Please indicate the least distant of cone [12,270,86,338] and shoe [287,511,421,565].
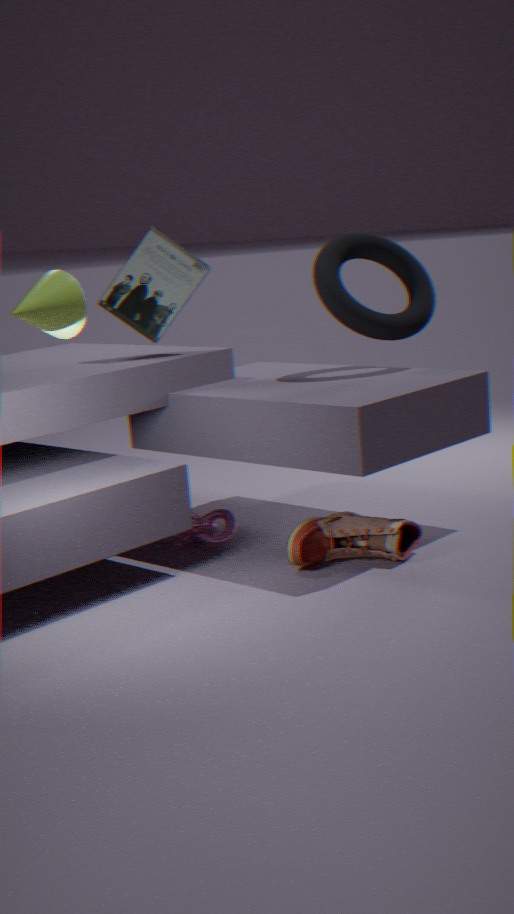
cone [12,270,86,338]
